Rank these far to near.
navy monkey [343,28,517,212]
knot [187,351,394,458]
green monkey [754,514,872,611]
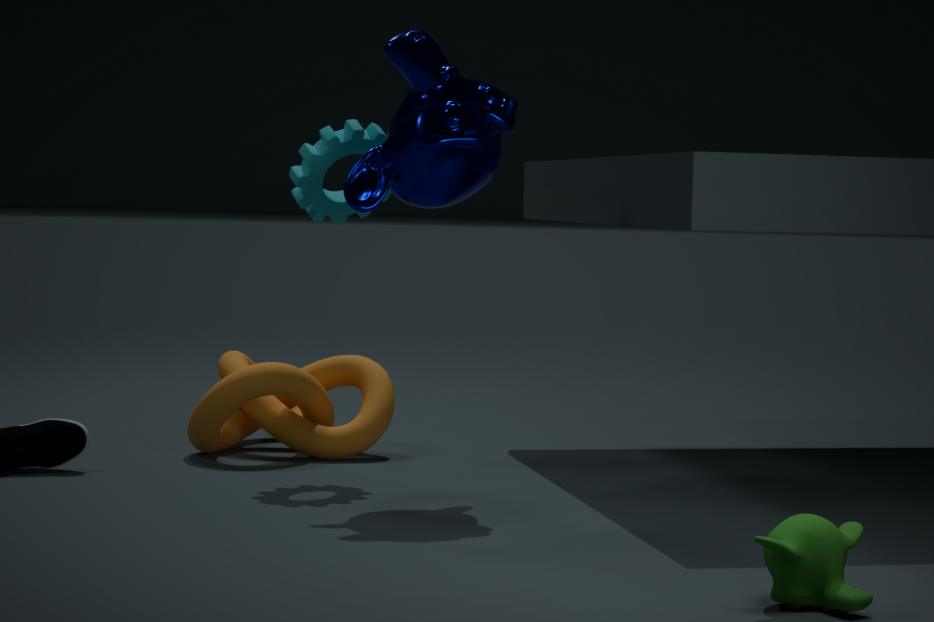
knot [187,351,394,458], navy monkey [343,28,517,212], green monkey [754,514,872,611]
